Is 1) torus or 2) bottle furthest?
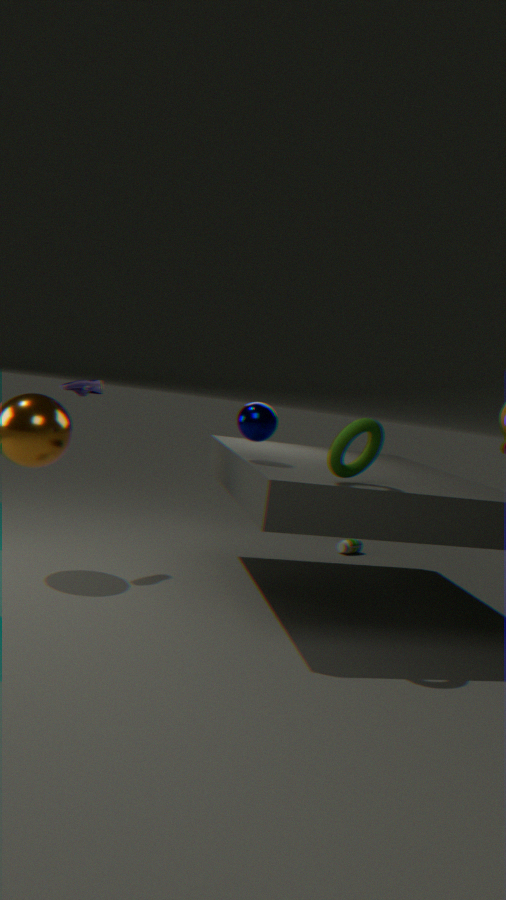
2. bottle
